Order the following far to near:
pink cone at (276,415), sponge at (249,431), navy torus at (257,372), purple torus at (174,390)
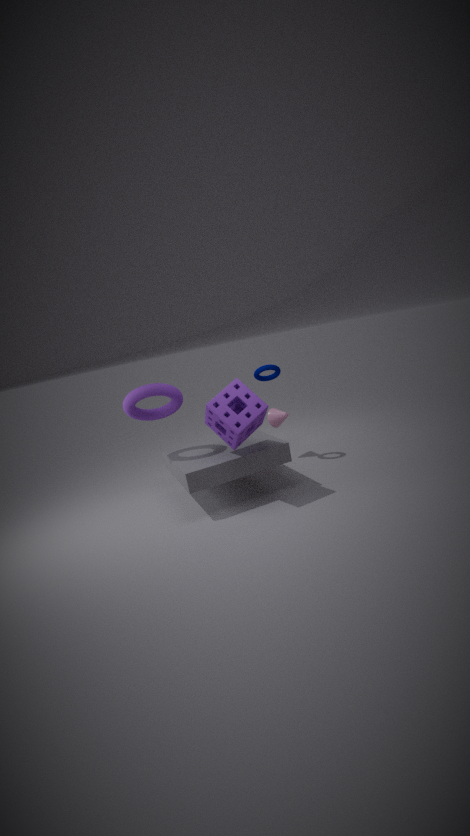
1. pink cone at (276,415)
2. navy torus at (257,372)
3. purple torus at (174,390)
4. sponge at (249,431)
